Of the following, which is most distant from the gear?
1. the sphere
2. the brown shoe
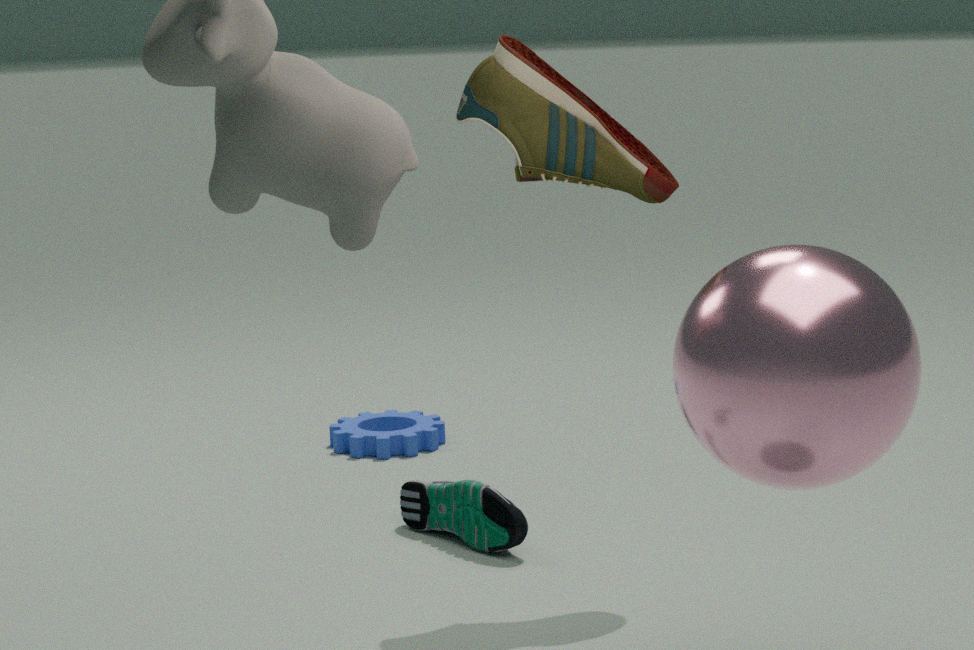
the sphere
